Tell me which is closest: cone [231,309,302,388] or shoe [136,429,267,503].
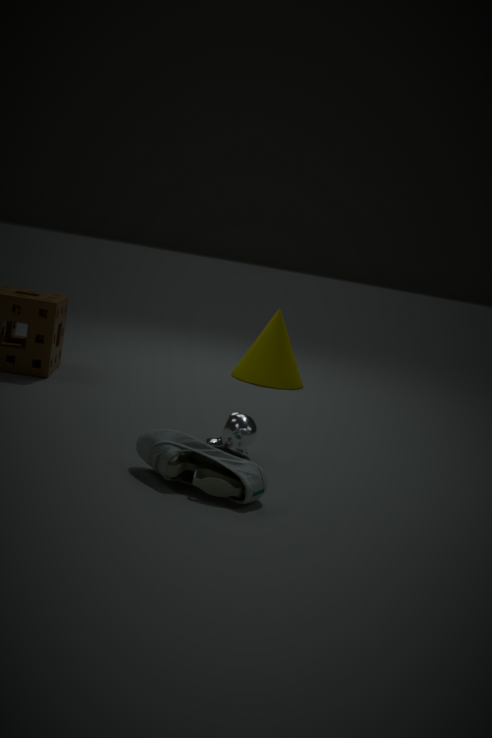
shoe [136,429,267,503]
